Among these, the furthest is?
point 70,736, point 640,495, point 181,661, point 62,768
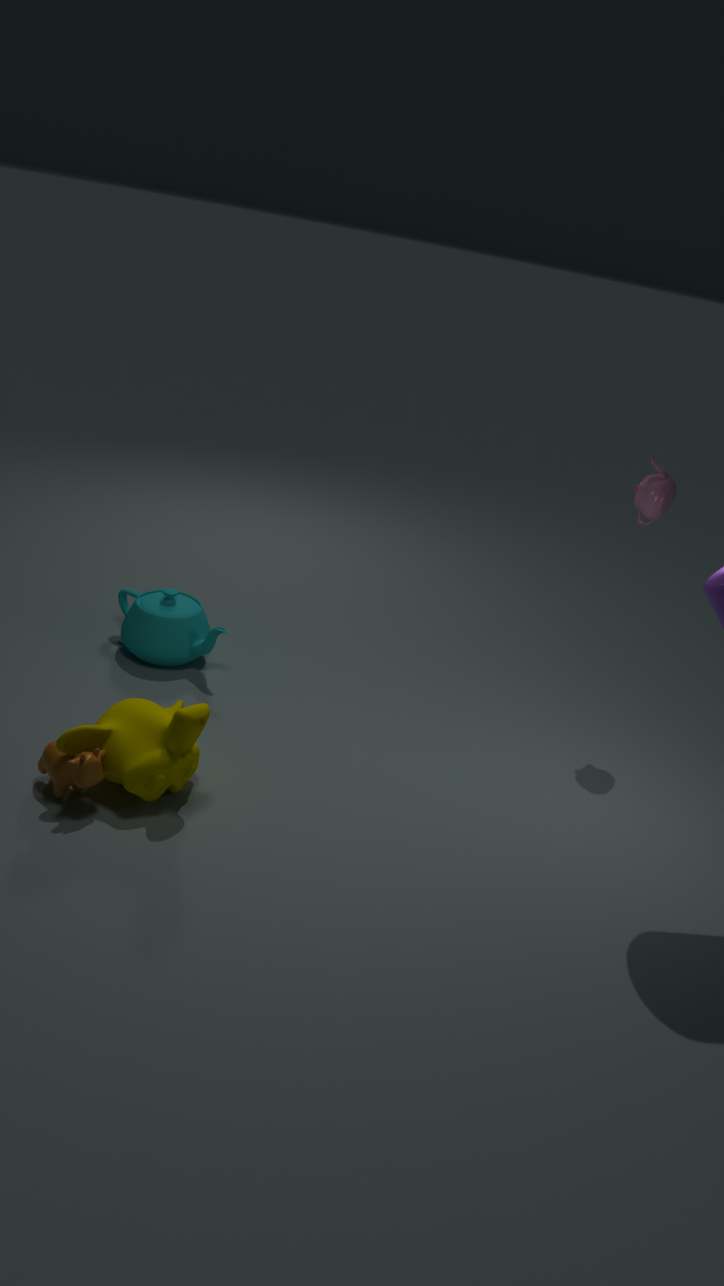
point 181,661
